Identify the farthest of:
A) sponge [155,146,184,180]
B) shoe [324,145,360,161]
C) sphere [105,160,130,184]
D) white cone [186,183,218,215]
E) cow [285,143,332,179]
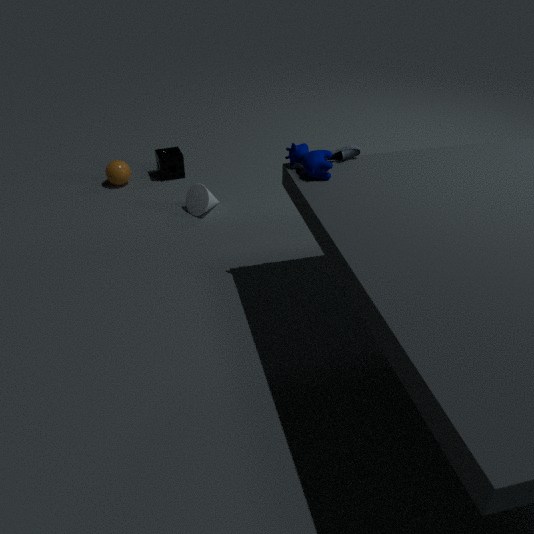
sponge [155,146,184,180]
